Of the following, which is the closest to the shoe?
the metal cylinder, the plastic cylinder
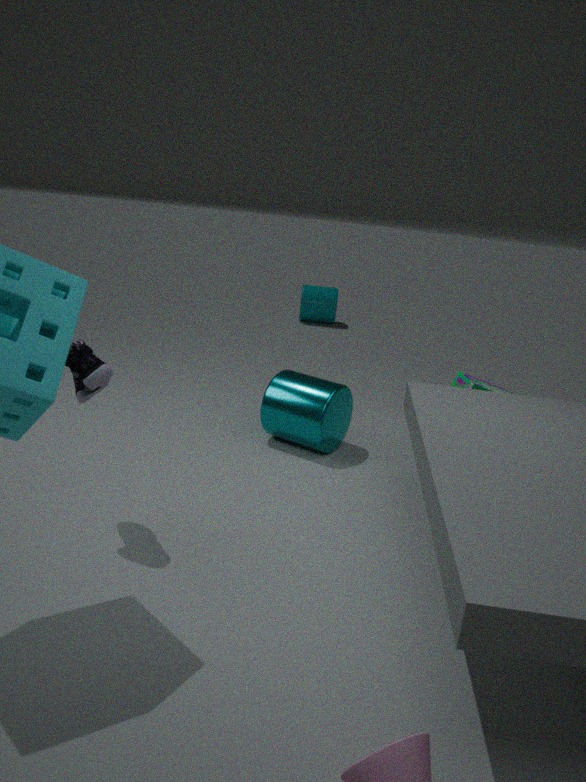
the metal cylinder
